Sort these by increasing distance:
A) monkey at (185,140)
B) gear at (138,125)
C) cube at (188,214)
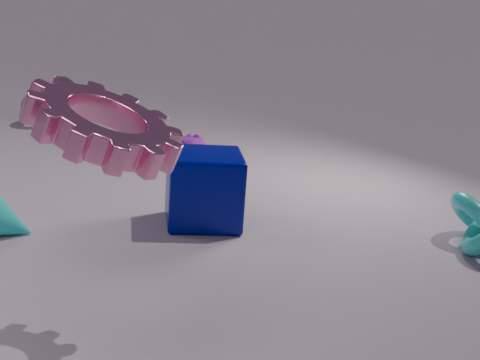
1. gear at (138,125)
2. cube at (188,214)
3. monkey at (185,140)
